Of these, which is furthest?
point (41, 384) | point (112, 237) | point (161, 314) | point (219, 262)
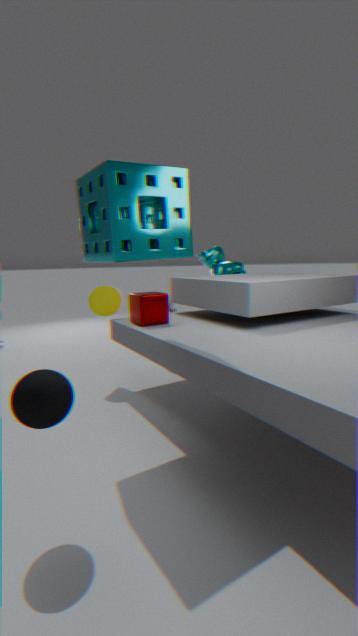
point (219, 262)
